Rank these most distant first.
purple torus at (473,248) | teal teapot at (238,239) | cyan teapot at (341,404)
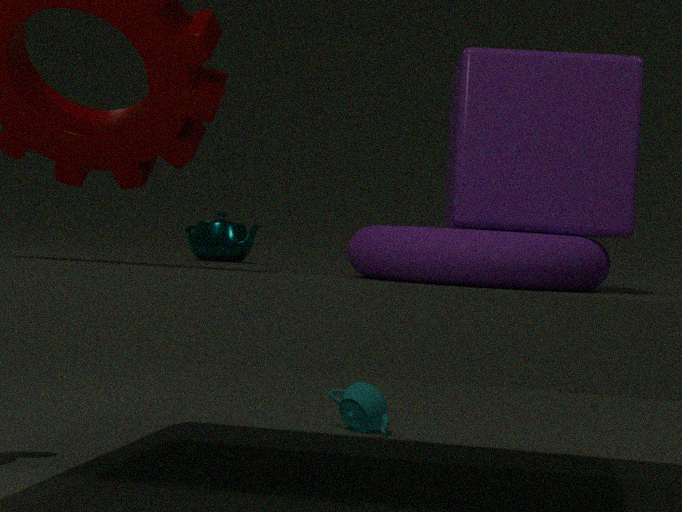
cyan teapot at (341,404)
teal teapot at (238,239)
purple torus at (473,248)
